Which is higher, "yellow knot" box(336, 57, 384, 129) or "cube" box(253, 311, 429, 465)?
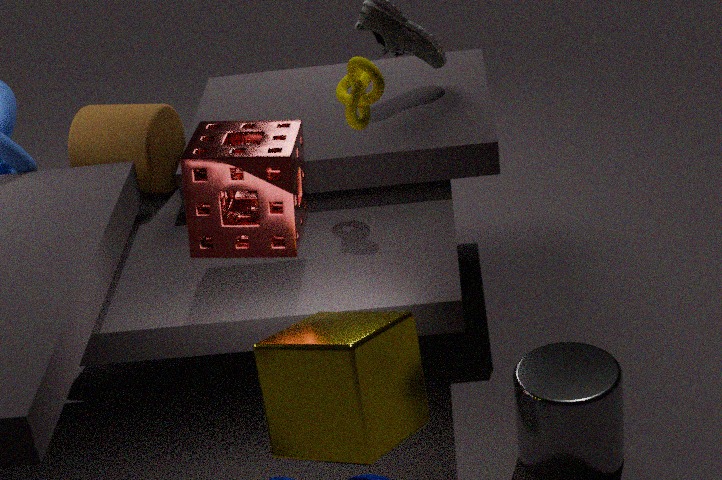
"yellow knot" box(336, 57, 384, 129)
